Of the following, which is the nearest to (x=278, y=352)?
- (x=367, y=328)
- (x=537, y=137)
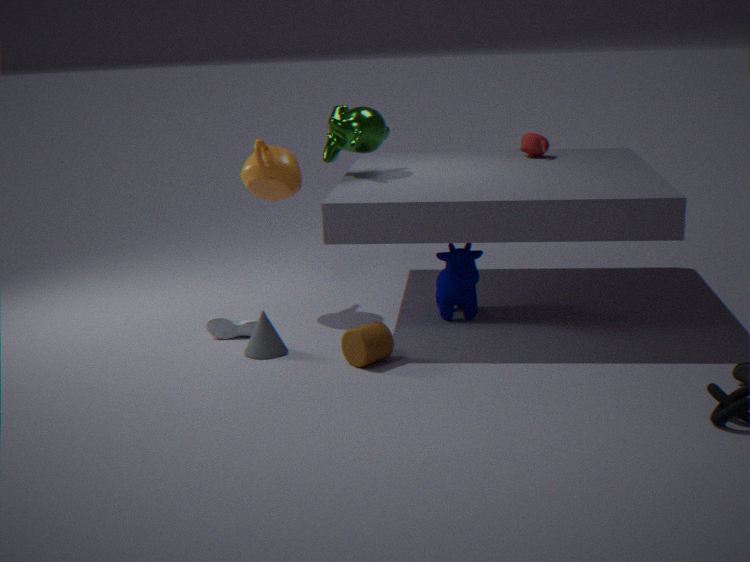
(x=367, y=328)
